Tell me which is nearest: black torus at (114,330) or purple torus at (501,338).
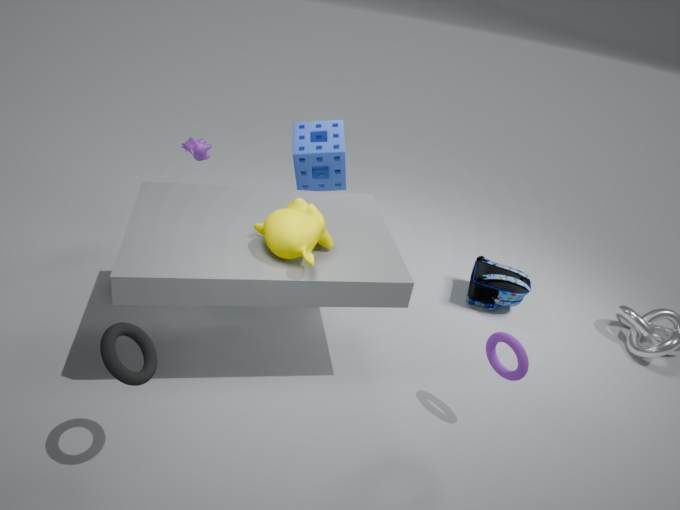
black torus at (114,330)
